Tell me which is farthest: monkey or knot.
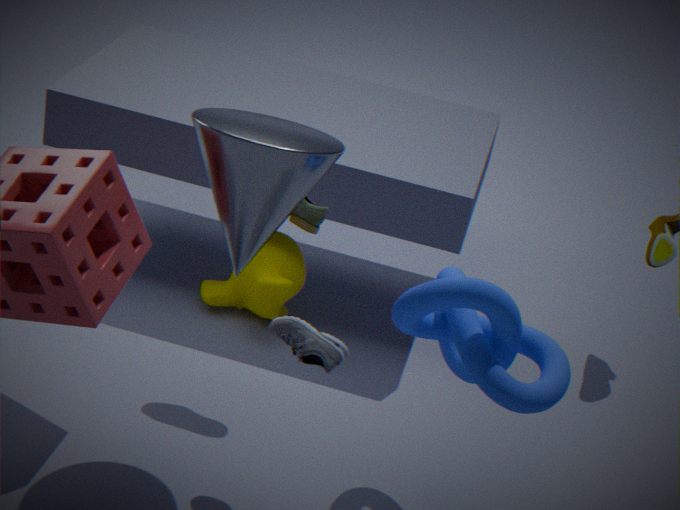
monkey
